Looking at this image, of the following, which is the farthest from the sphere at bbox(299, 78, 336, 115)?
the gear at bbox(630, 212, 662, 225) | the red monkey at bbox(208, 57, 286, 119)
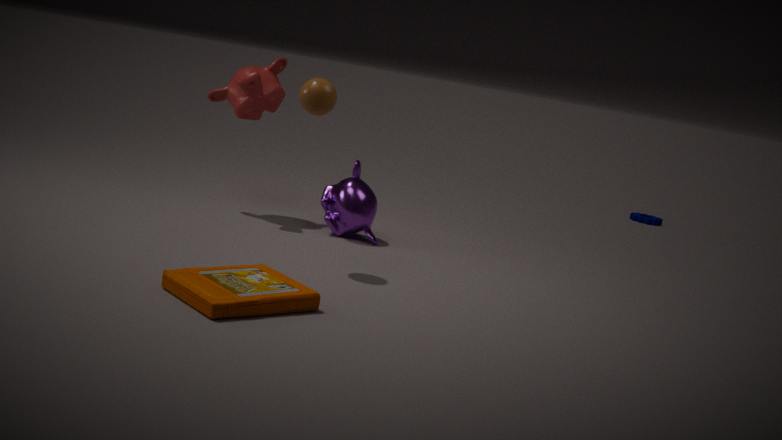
the gear at bbox(630, 212, 662, 225)
